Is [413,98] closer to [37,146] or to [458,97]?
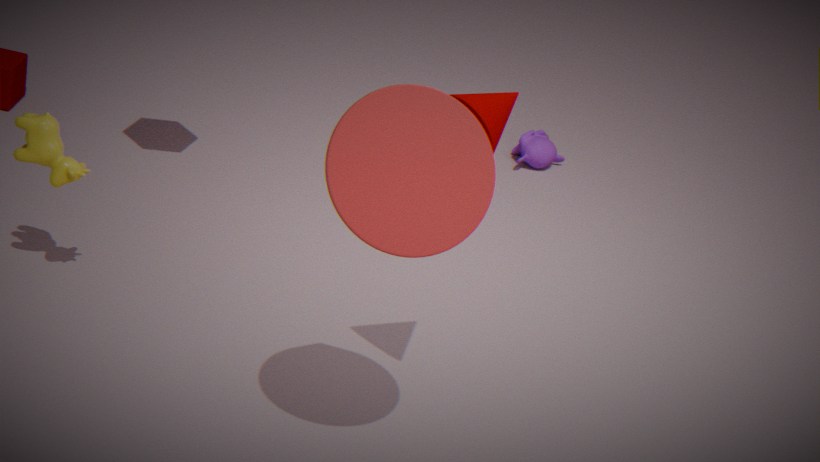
[458,97]
